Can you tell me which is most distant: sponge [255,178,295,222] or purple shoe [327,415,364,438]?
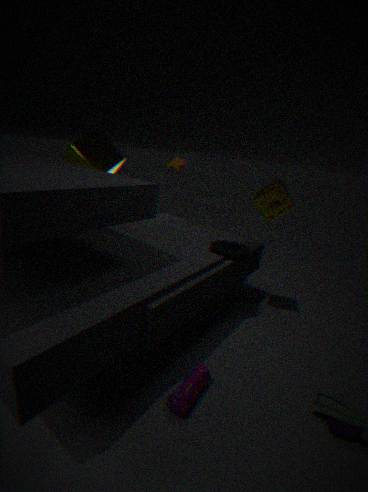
sponge [255,178,295,222]
